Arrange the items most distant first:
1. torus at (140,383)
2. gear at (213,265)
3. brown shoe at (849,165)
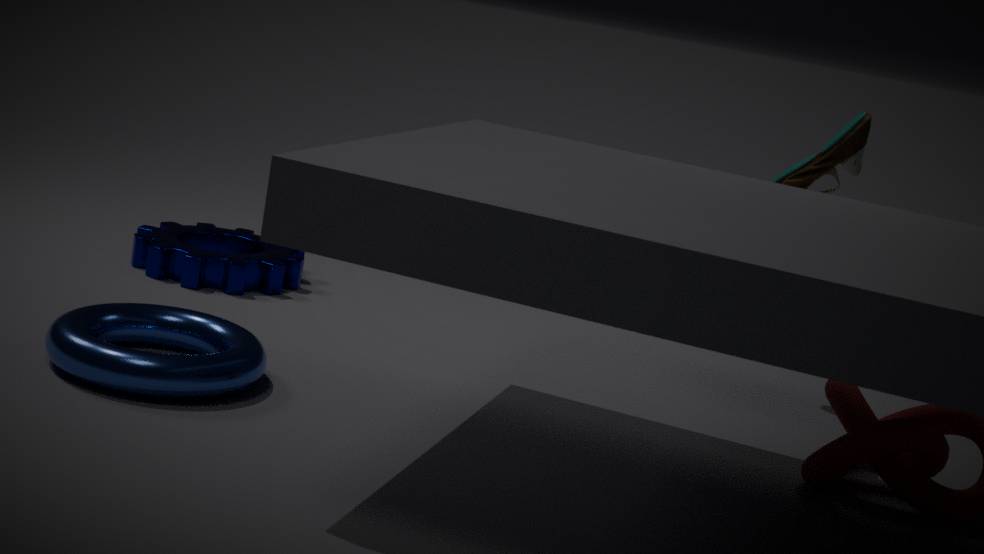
gear at (213,265)
brown shoe at (849,165)
torus at (140,383)
